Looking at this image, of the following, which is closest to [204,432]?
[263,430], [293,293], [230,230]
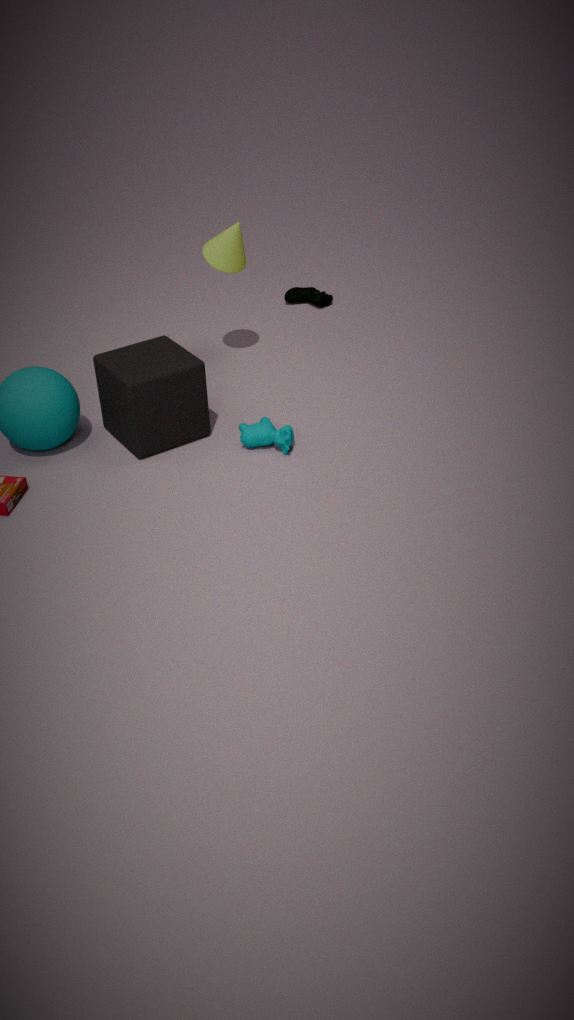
[263,430]
